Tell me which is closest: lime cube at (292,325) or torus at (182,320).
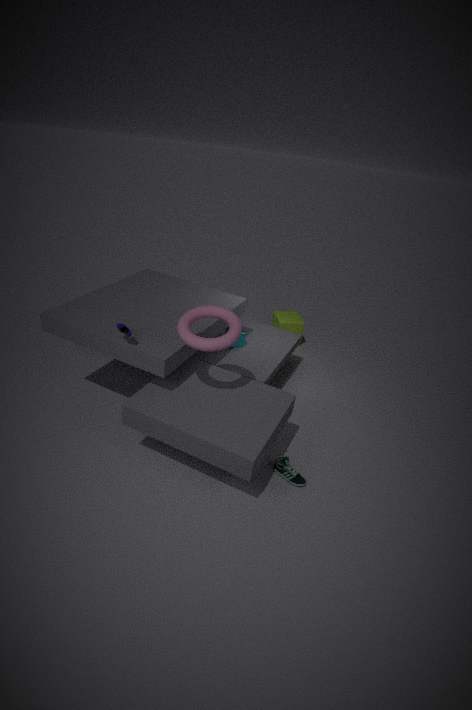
torus at (182,320)
